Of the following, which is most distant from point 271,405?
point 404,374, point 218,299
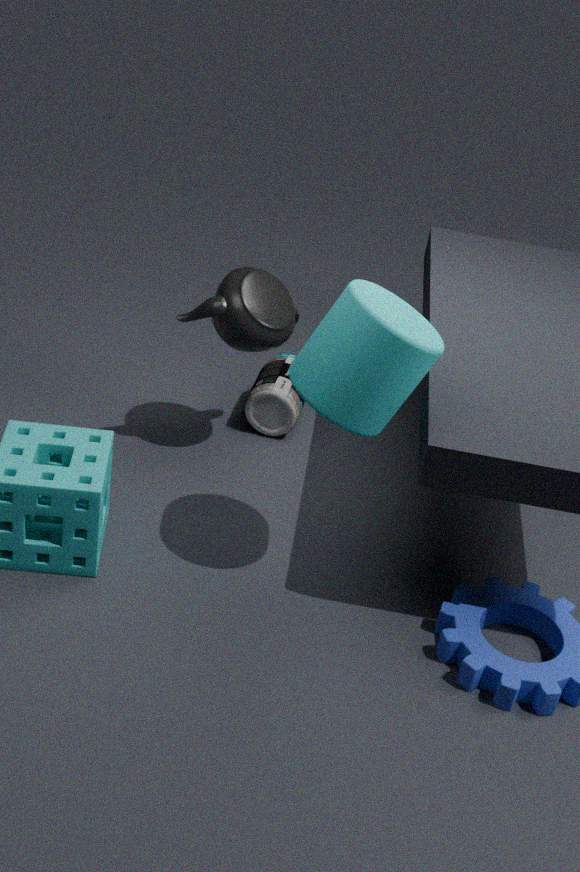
point 404,374
